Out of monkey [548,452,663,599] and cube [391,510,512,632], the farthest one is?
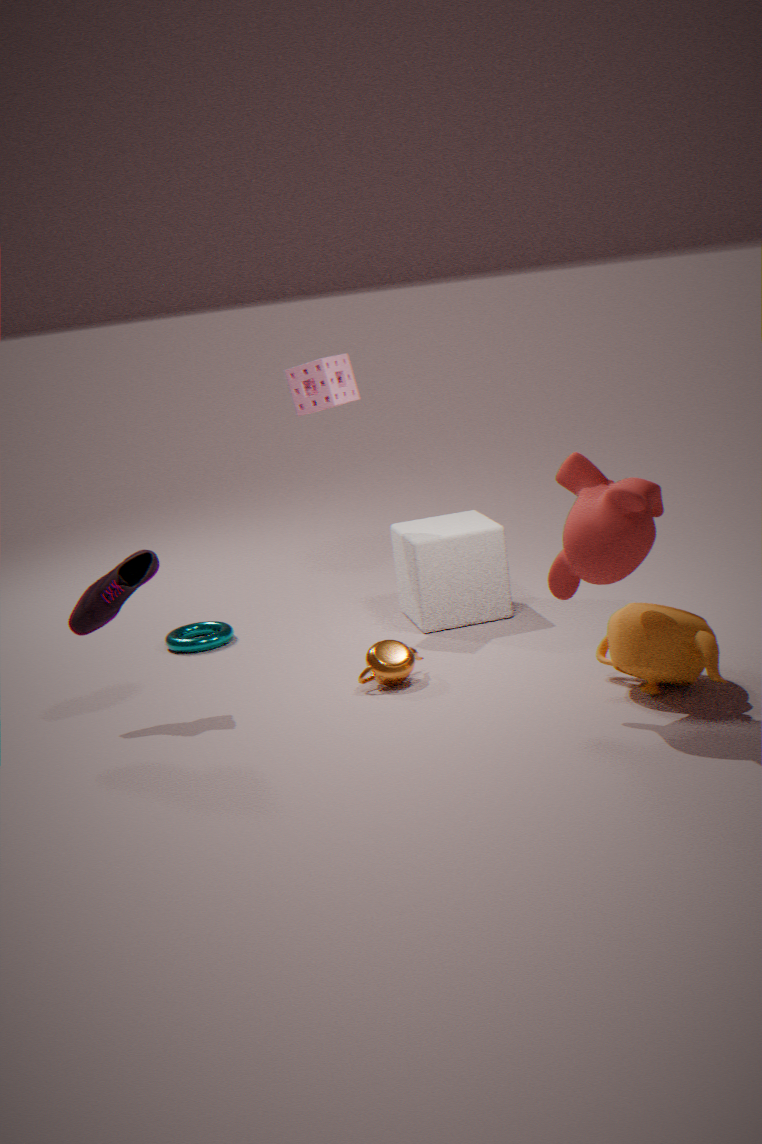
cube [391,510,512,632]
